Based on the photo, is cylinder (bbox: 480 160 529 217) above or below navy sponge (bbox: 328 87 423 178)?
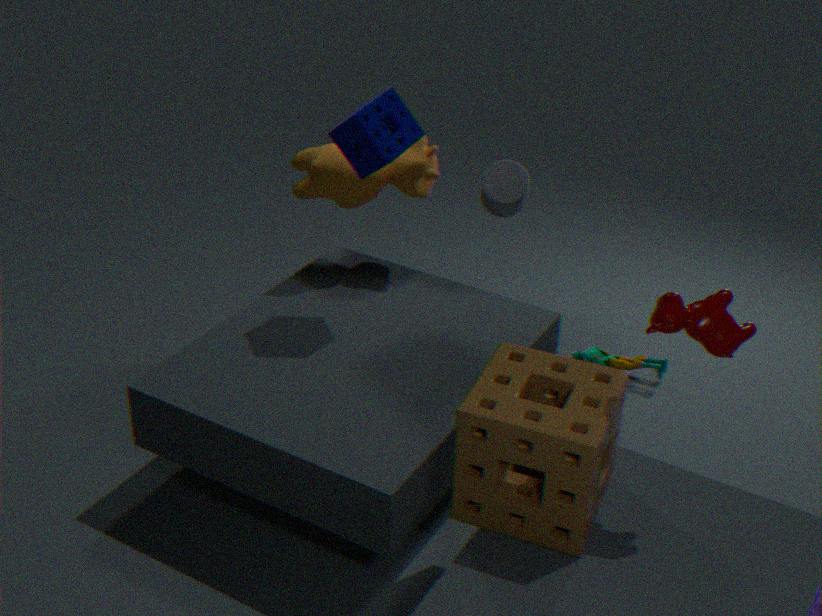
below
